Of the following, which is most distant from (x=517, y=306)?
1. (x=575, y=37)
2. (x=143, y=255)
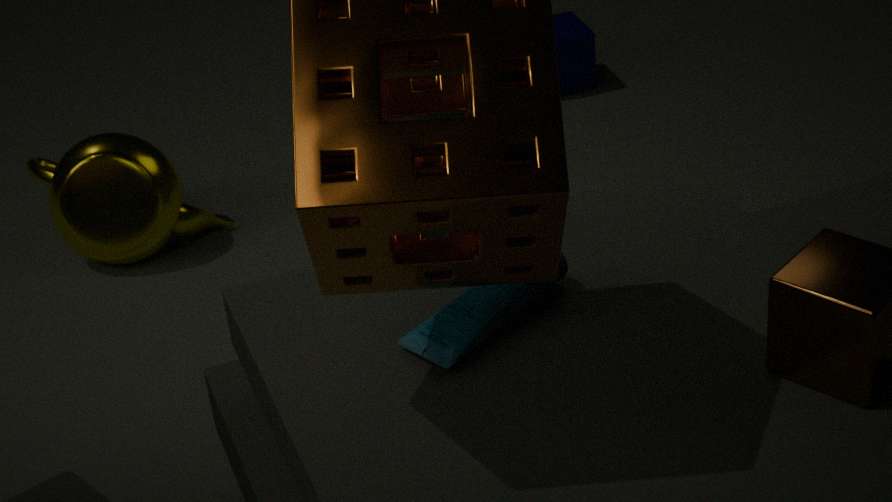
(x=575, y=37)
